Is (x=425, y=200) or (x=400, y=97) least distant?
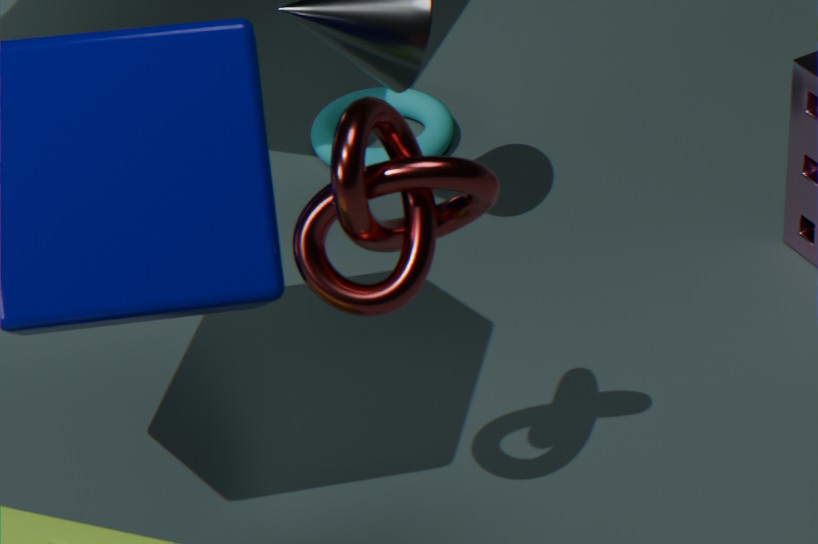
(x=425, y=200)
